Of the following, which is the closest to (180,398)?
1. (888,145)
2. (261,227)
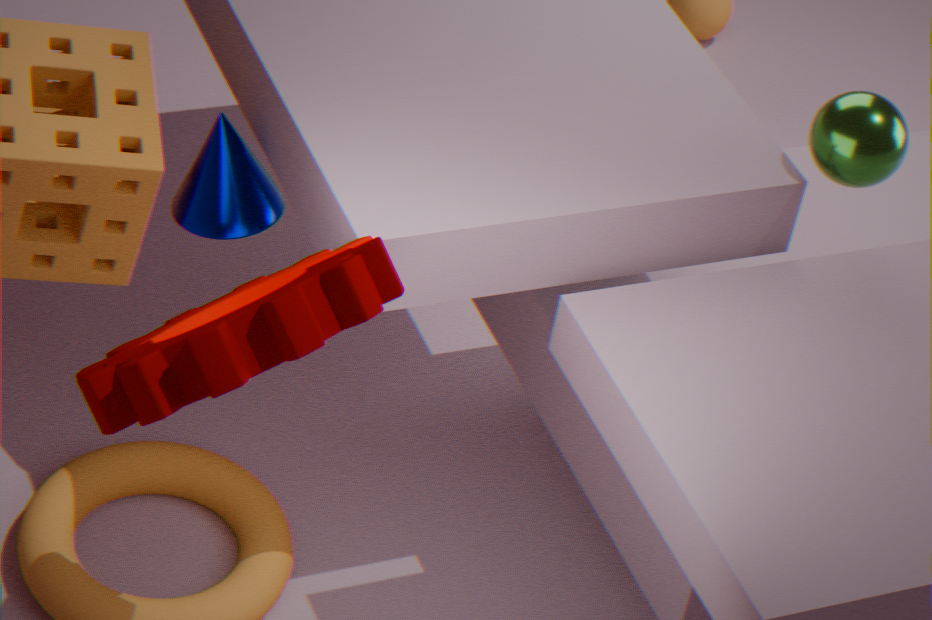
(261,227)
